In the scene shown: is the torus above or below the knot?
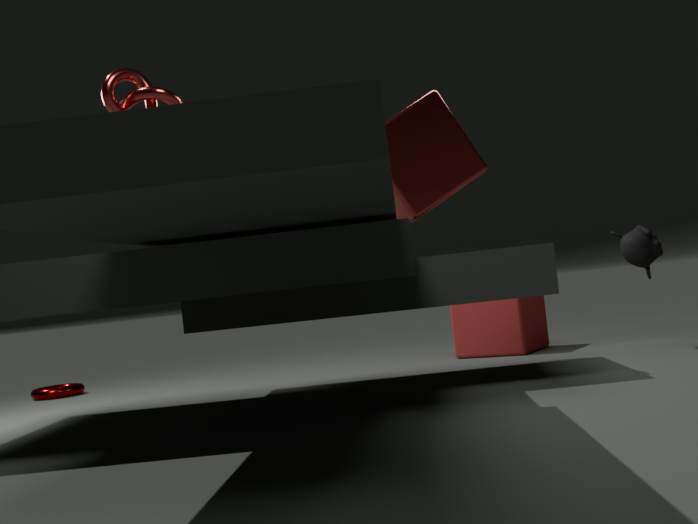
below
